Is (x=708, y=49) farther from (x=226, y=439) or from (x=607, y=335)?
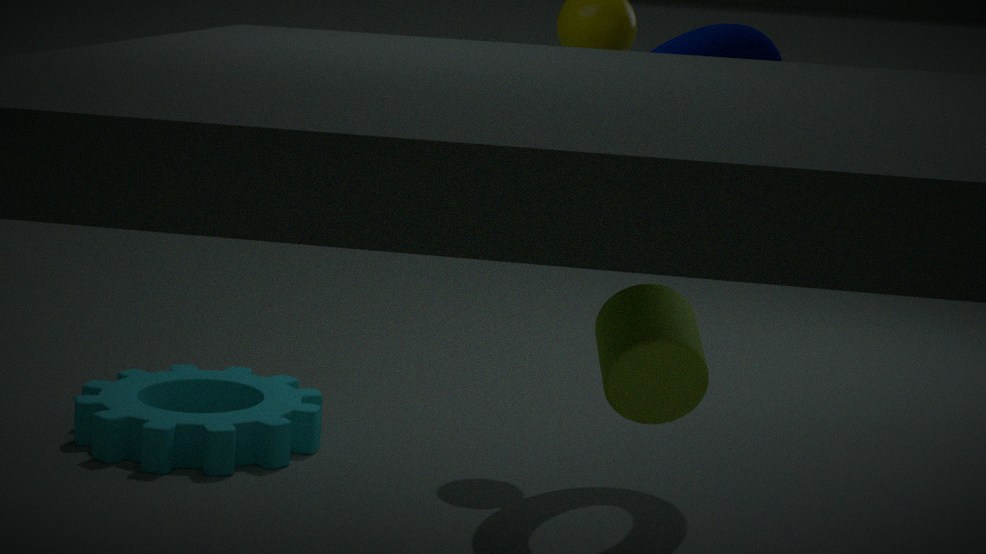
(x=226, y=439)
